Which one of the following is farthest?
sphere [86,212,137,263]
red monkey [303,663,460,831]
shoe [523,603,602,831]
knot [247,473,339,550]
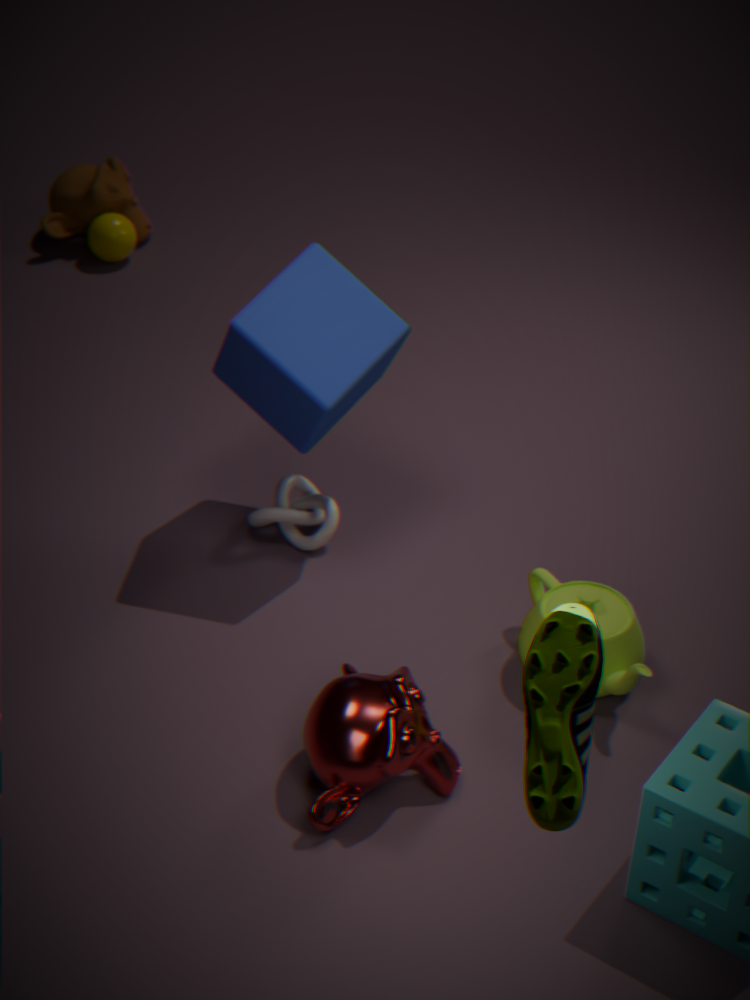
sphere [86,212,137,263]
